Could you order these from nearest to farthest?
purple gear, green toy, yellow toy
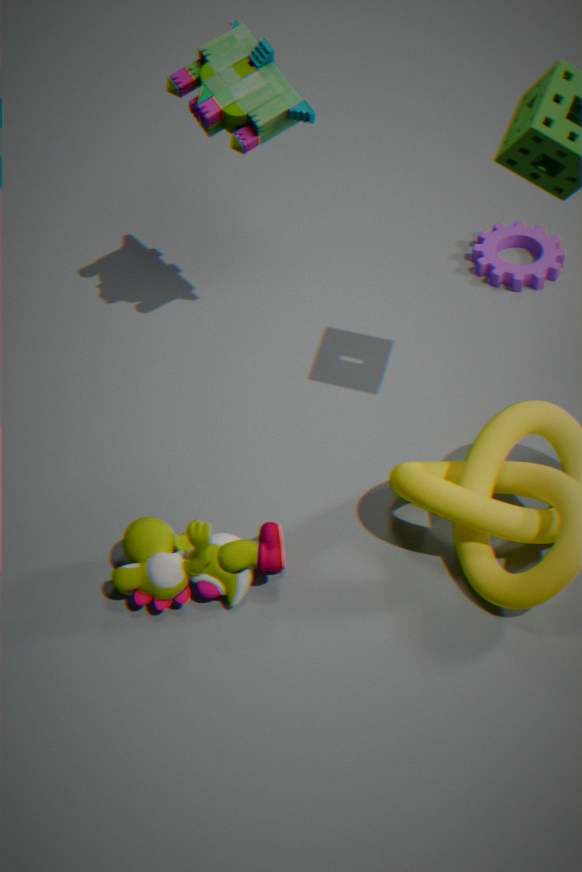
yellow toy < green toy < purple gear
